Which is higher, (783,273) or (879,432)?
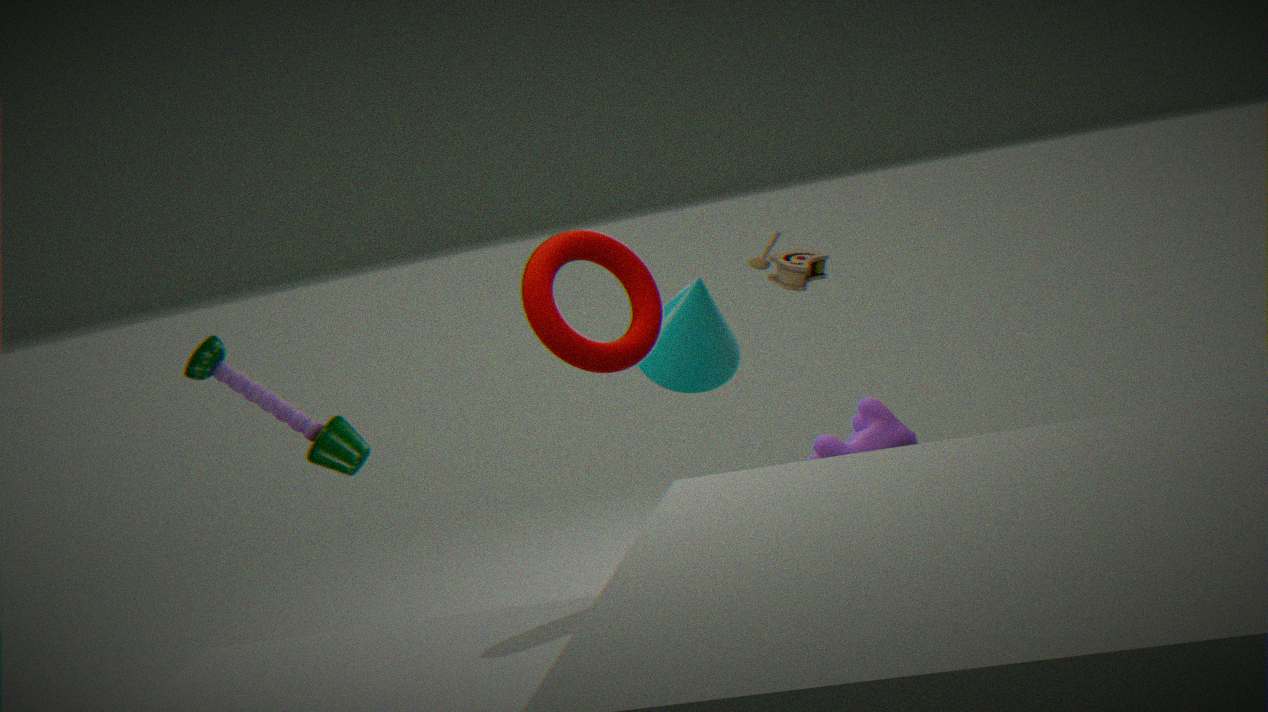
(783,273)
